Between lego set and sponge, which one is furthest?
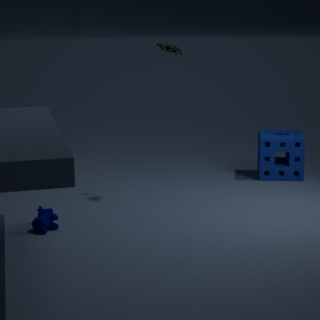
sponge
